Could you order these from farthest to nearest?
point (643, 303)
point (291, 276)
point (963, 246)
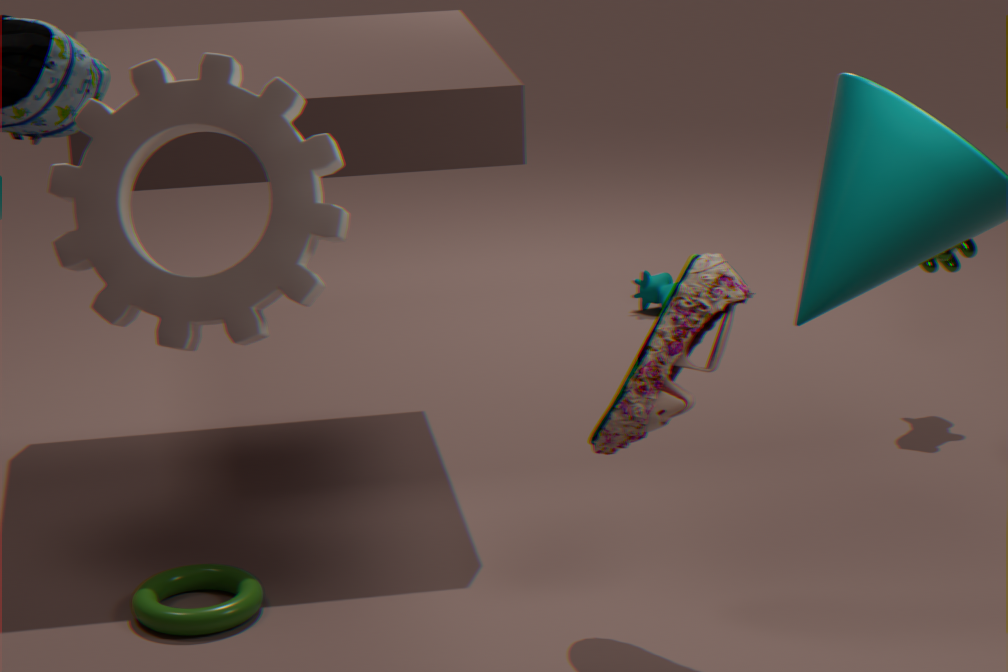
point (643, 303) < point (963, 246) < point (291, 276)
